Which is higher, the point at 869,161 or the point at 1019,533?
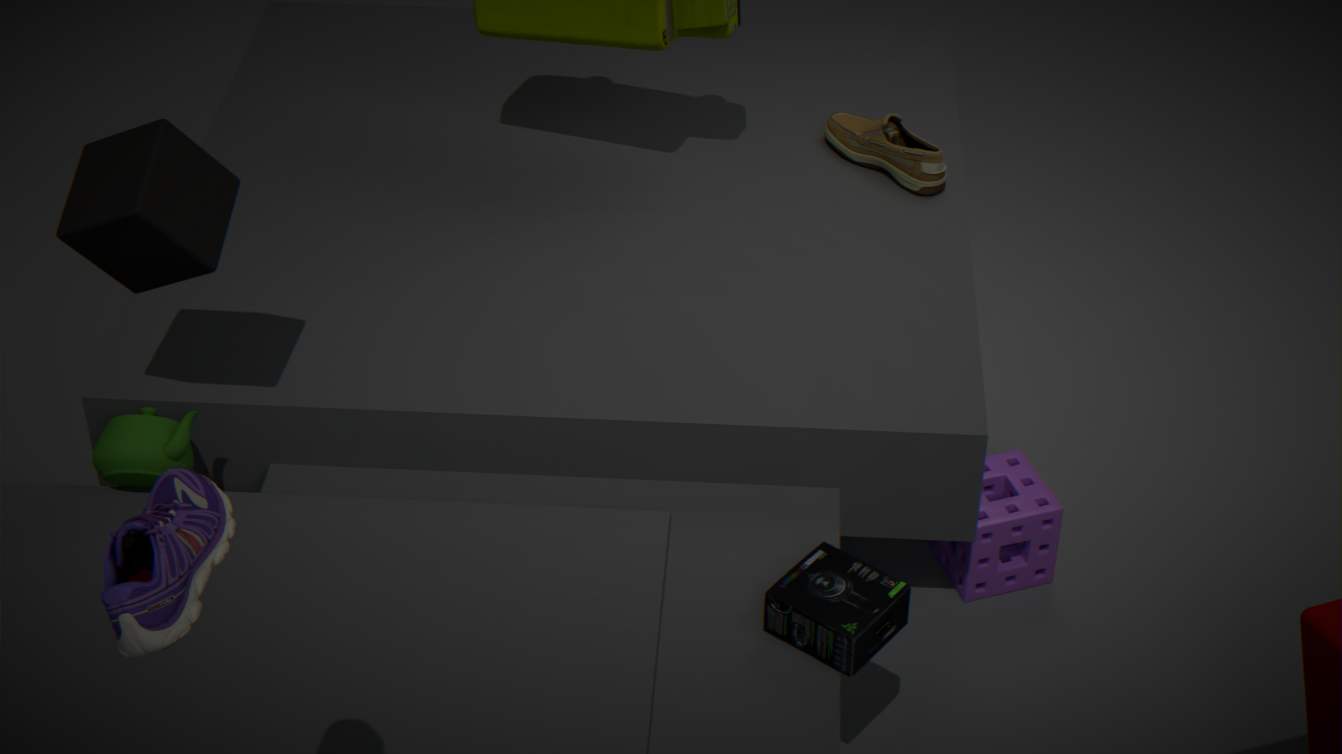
the point at 869,161
